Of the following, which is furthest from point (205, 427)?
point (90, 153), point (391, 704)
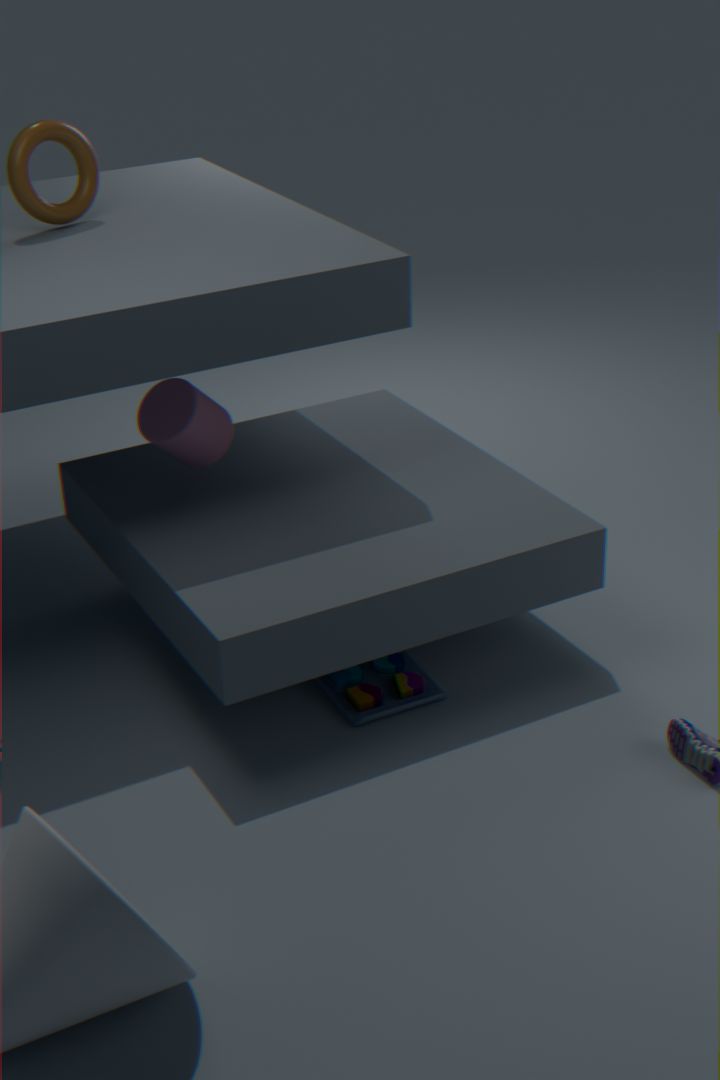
point (391, 704)
